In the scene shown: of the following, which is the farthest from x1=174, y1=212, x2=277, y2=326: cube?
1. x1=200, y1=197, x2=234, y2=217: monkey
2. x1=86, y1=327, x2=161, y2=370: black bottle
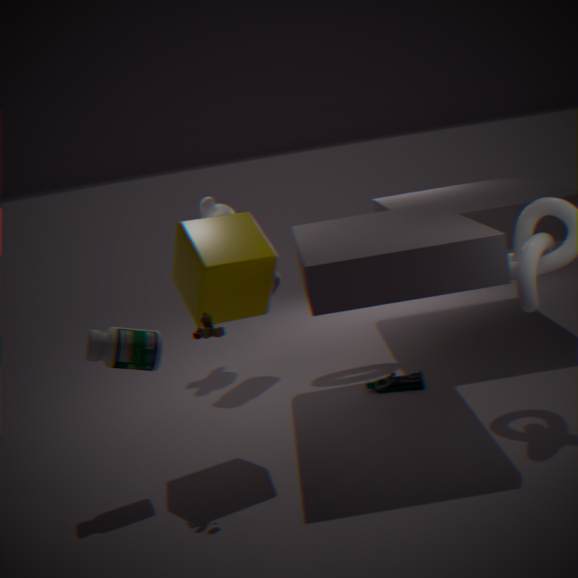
x1=200, y1=197, x2=234, y2=217: monkey
